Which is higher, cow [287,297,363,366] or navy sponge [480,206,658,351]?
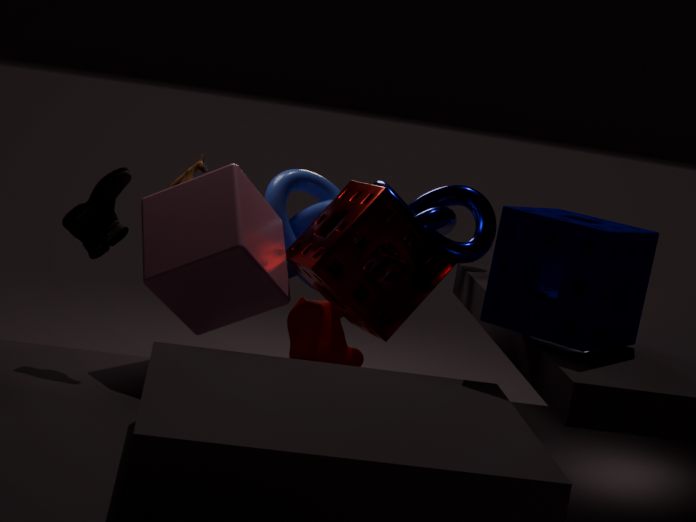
navy sponge [480,206,658,351]
